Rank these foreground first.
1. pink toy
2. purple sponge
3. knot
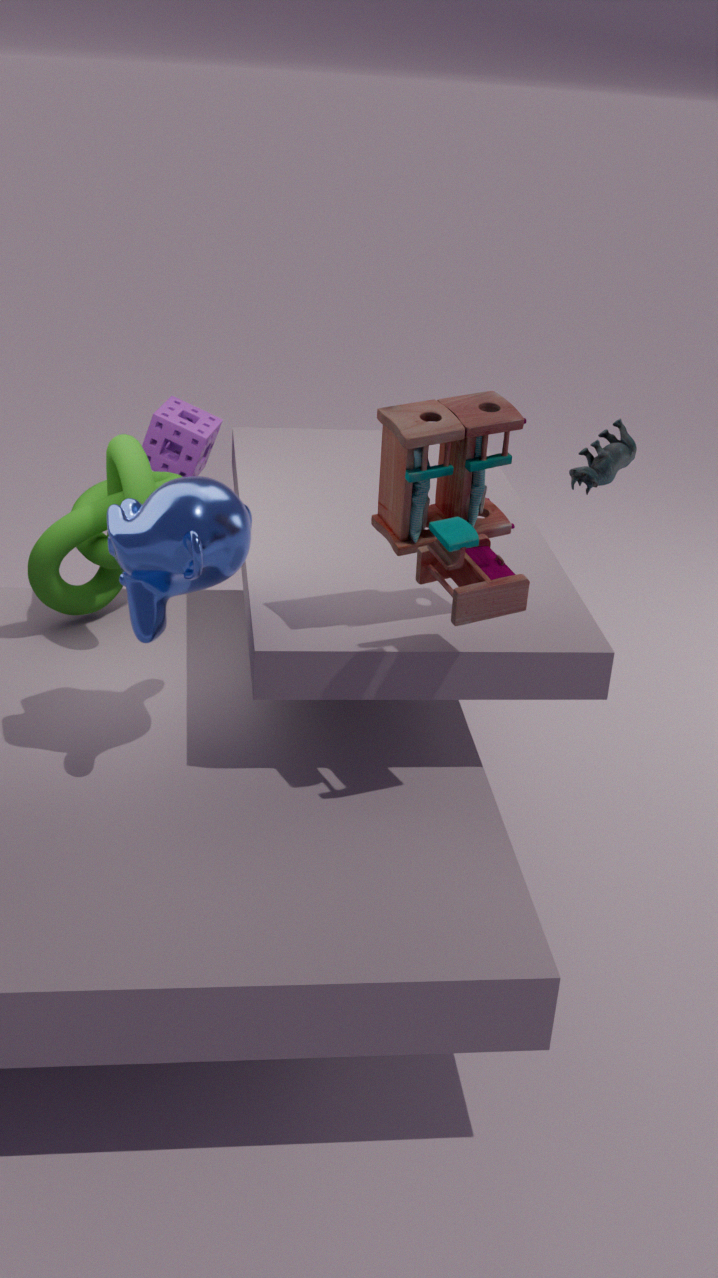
pink toy < knot < purple sponge
